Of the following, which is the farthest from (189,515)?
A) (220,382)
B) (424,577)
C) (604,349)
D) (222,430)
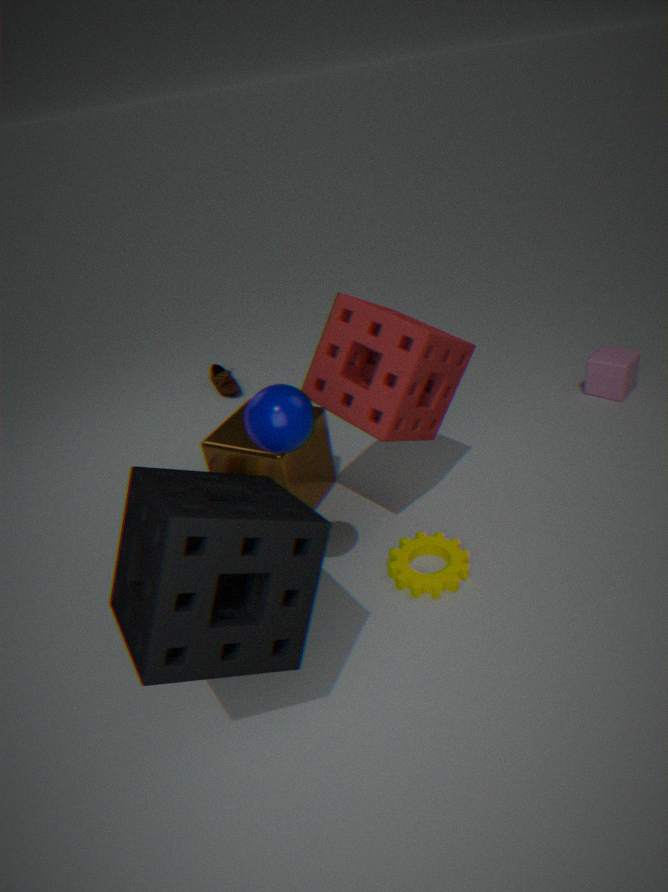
(604,349)
